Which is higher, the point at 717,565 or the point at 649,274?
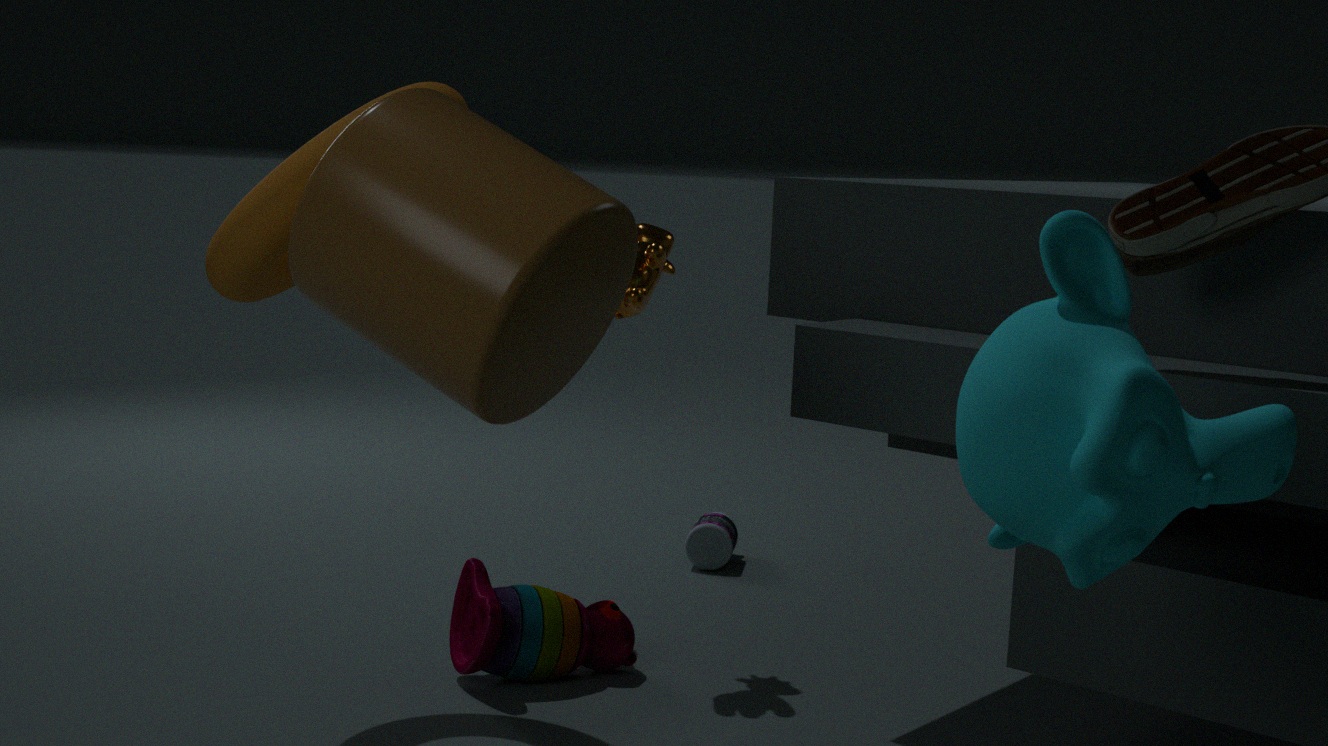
the point at 649,274
